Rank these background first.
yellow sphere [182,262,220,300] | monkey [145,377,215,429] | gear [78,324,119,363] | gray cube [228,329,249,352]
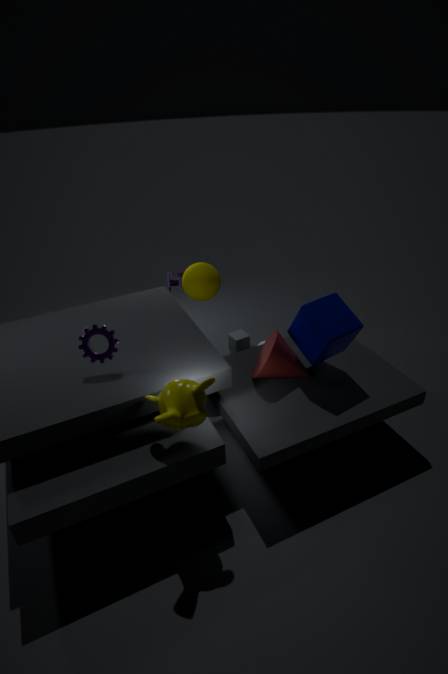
gray cube [228,329,249,352] < yellow sphere [182,262,220,300] < gear [78,324,119,363] < monkey [145,377,215,429]
